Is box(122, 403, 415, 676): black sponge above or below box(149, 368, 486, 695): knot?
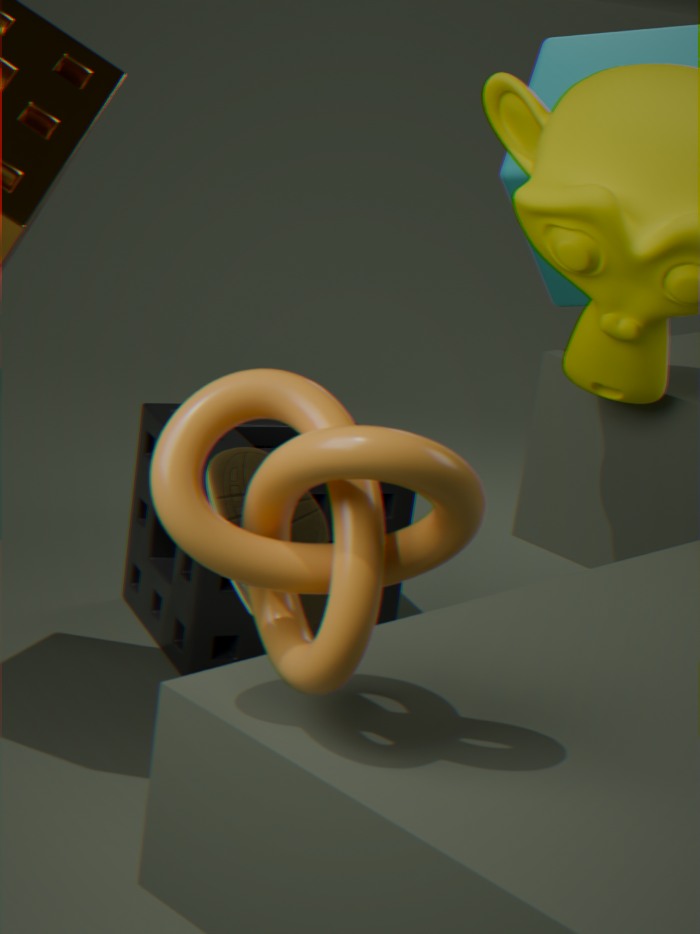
below
